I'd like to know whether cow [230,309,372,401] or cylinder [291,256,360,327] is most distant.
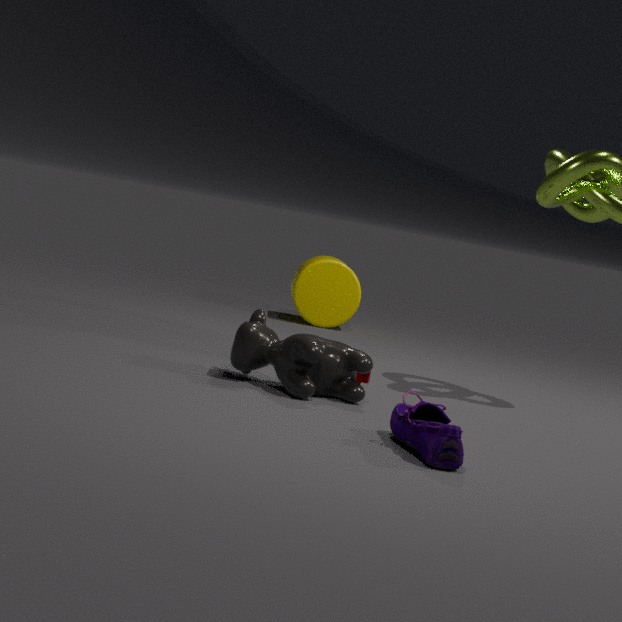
cylinder [291,256,360,327]
